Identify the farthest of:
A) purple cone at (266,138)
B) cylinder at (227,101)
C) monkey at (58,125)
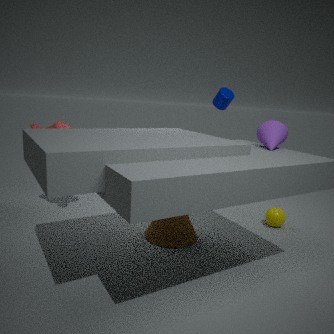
cylinder at (227,101)
